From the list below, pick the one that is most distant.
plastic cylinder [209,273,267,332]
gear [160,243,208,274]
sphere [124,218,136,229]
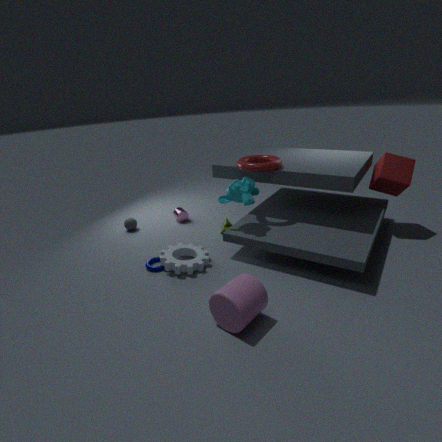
sphere [124,218,136,229]
